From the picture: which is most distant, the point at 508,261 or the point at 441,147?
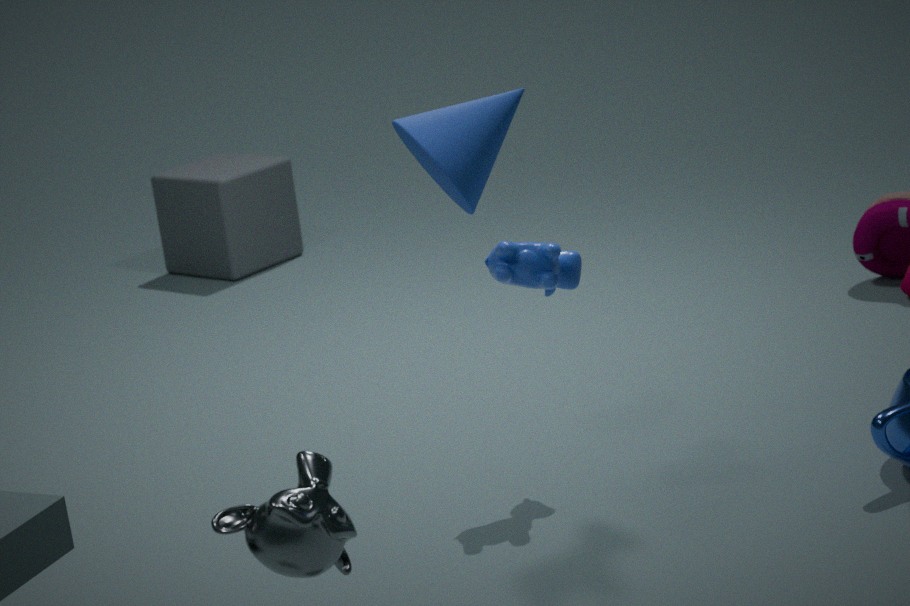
the point at 508,261
